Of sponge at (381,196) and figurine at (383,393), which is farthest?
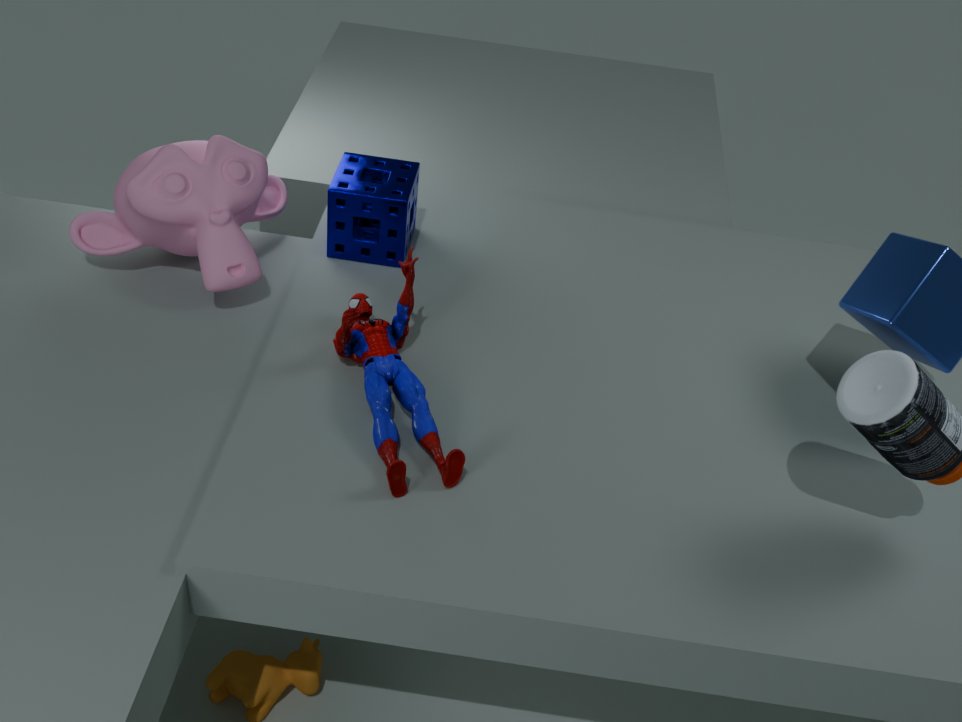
sponge at (381,196)
